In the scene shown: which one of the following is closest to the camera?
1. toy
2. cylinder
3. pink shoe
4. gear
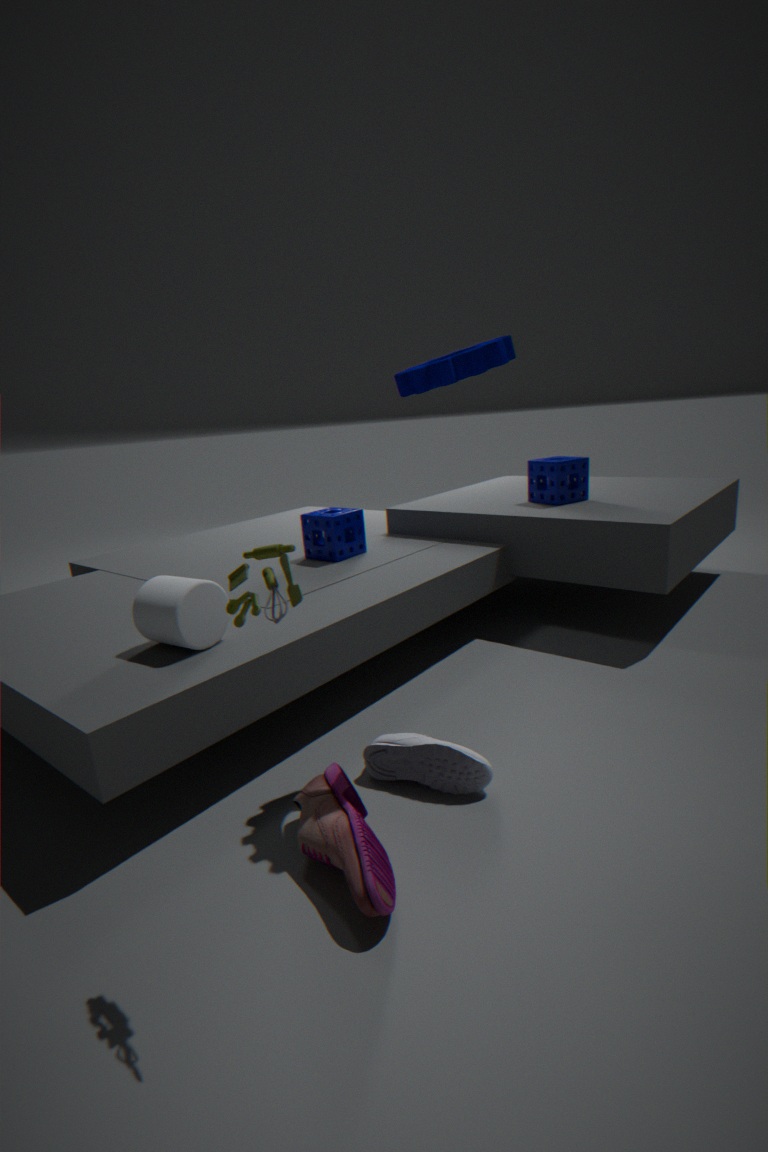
toy
